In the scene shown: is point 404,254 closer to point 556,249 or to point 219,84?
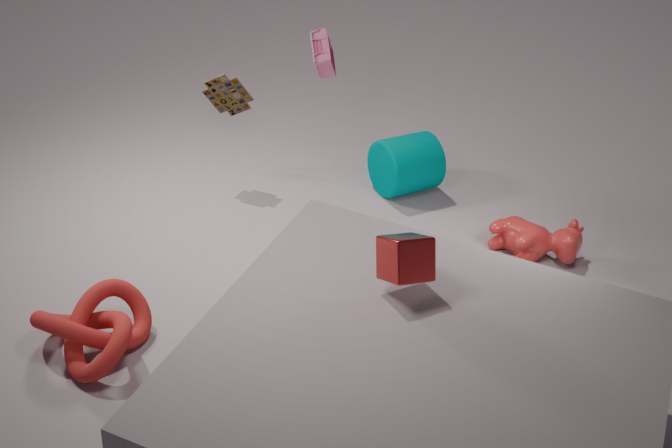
point 556,249
